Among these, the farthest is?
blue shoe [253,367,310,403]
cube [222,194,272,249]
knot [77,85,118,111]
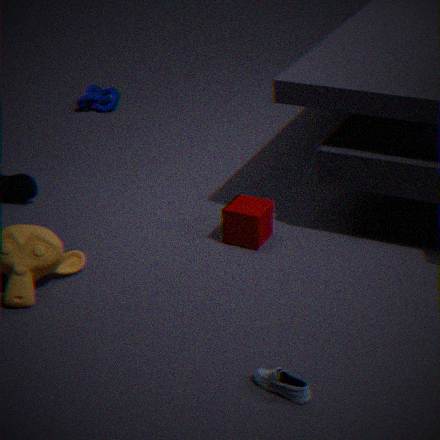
knot [77,85,118,111]
